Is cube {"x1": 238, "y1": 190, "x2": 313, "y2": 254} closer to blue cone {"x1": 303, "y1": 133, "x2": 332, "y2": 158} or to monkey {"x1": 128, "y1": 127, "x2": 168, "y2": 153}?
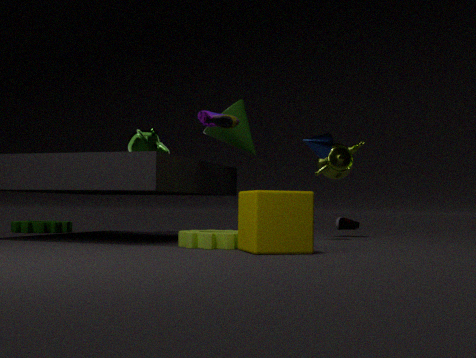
blue cone {"x1": 303, "y1": 133, "x2": 332, "y2": 158}
